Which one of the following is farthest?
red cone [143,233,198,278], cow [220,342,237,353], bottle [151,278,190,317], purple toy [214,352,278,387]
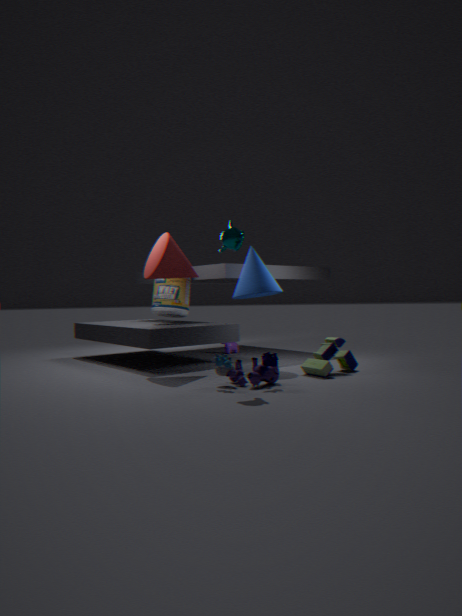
cow [220,342,237,353]
